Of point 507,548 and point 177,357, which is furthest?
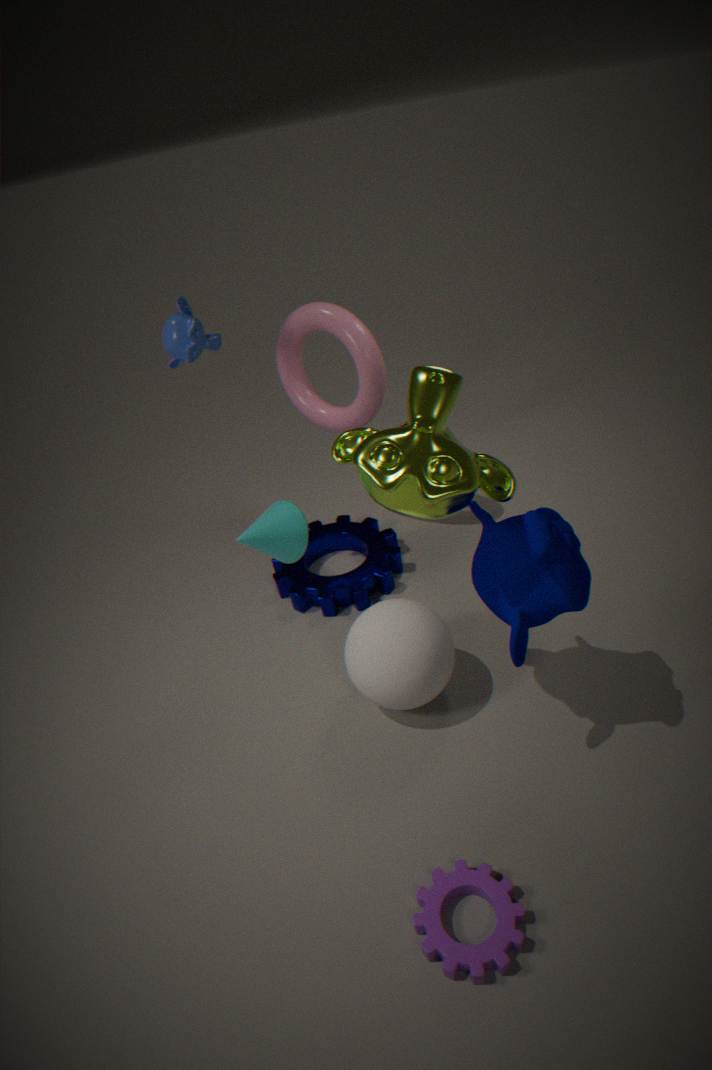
point 177,357
